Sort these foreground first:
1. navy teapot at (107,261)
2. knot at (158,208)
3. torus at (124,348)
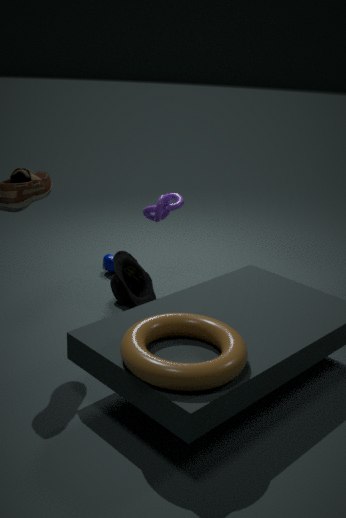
torus at (124,348), knot at (158,208), navy teapot at (107,261)
